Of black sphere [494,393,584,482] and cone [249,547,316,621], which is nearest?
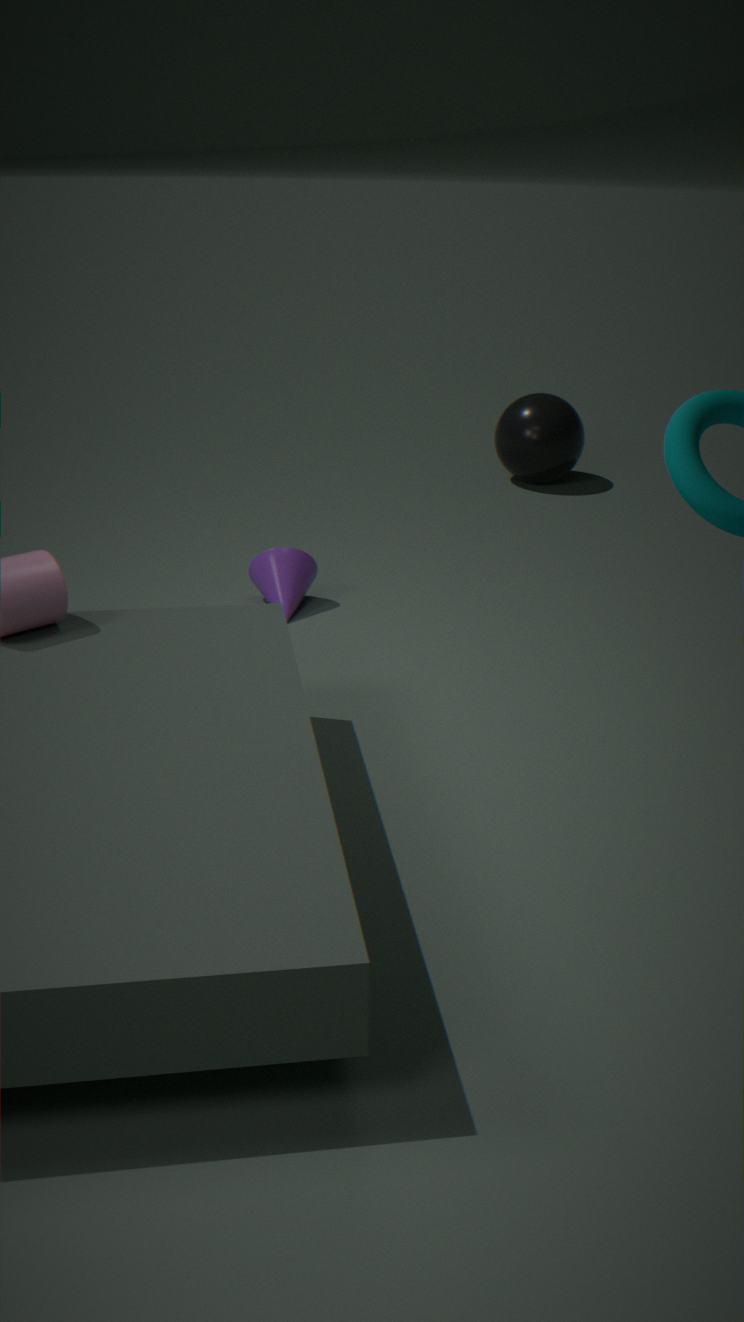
cone [249,547,316,621]
